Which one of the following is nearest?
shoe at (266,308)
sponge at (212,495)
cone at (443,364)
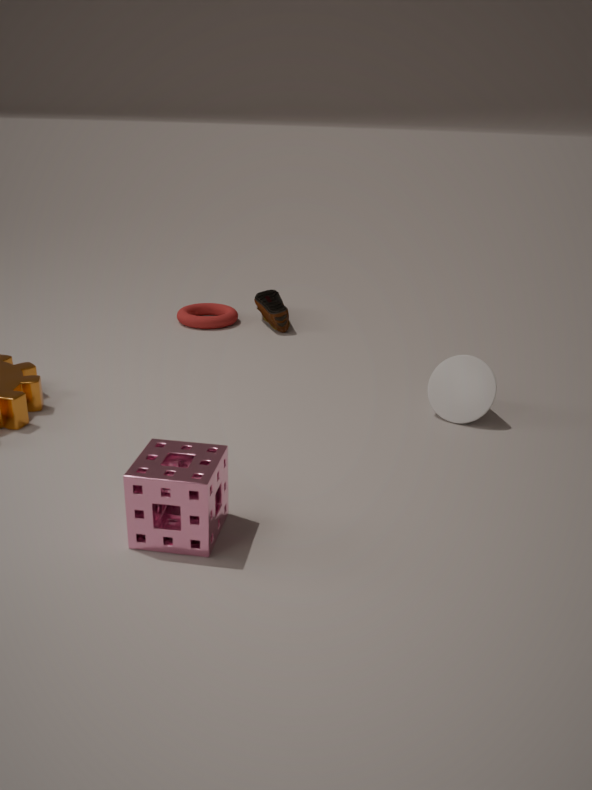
sponge at (212,495)
